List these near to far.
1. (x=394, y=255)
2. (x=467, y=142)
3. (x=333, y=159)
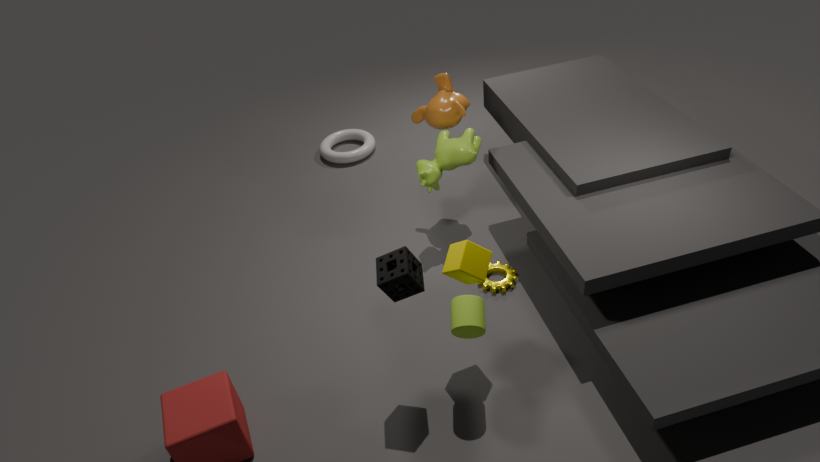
1. (x=394, y=255)
2. (x=467, y=142)
3. (x=333, y=159)
